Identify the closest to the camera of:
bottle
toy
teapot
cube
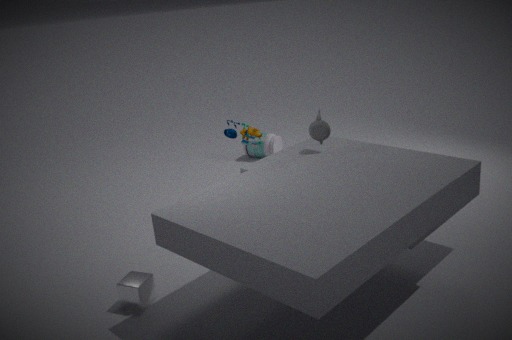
cube
